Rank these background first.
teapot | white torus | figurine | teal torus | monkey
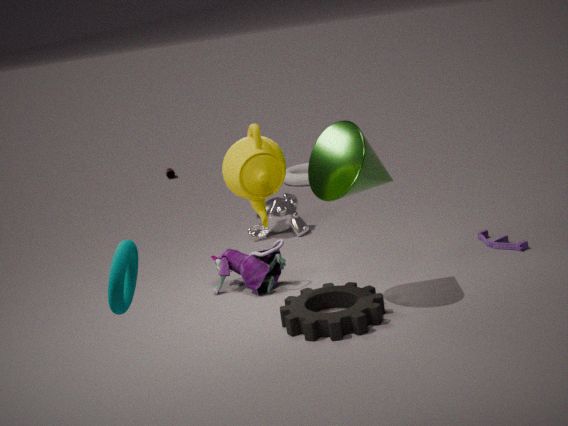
1. white torus
2. monkey
3. figurine
4. teapot
5. teal torus
